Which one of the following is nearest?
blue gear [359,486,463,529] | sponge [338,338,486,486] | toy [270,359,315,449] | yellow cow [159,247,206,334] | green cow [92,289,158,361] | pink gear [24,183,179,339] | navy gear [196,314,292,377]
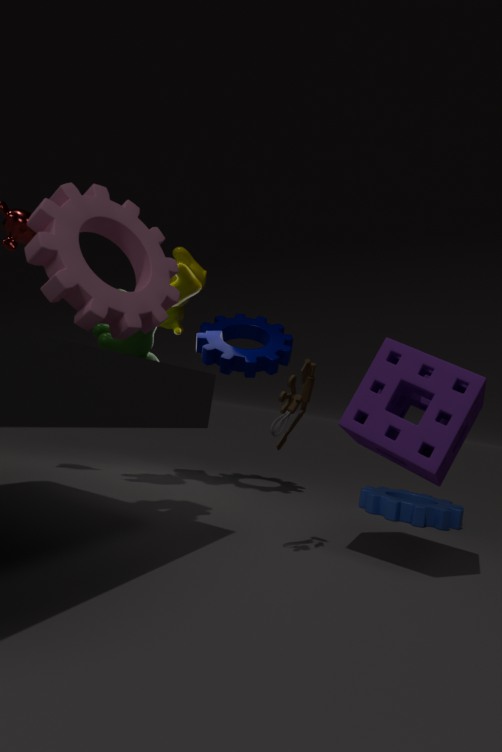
pink gear [24,183,179,339]
